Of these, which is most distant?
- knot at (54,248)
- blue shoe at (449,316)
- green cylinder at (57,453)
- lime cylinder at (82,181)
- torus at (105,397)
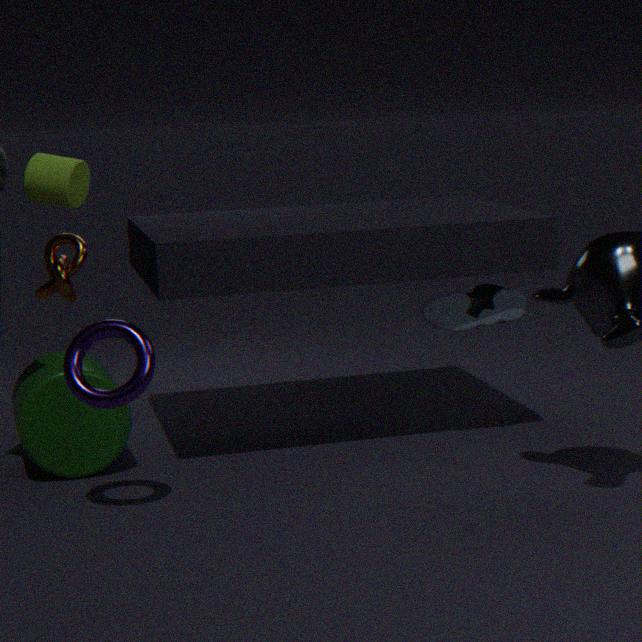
lime cylinder at (82,181)
